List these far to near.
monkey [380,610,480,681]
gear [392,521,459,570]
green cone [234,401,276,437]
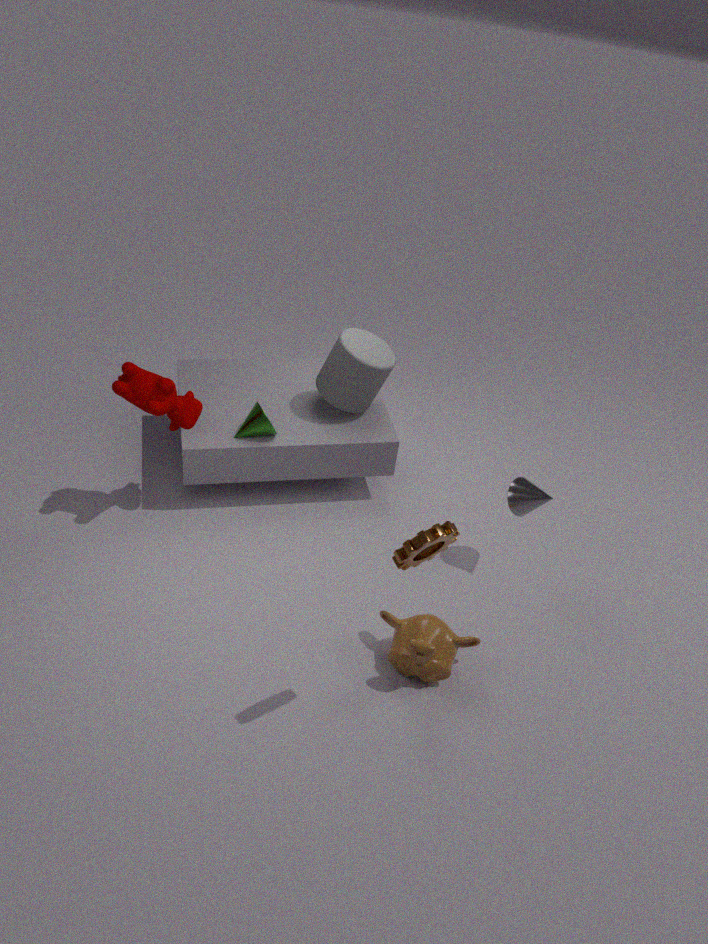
green cone [234,401,276,437], monkey [380,610,480,681], gear [392,521,459,570]
